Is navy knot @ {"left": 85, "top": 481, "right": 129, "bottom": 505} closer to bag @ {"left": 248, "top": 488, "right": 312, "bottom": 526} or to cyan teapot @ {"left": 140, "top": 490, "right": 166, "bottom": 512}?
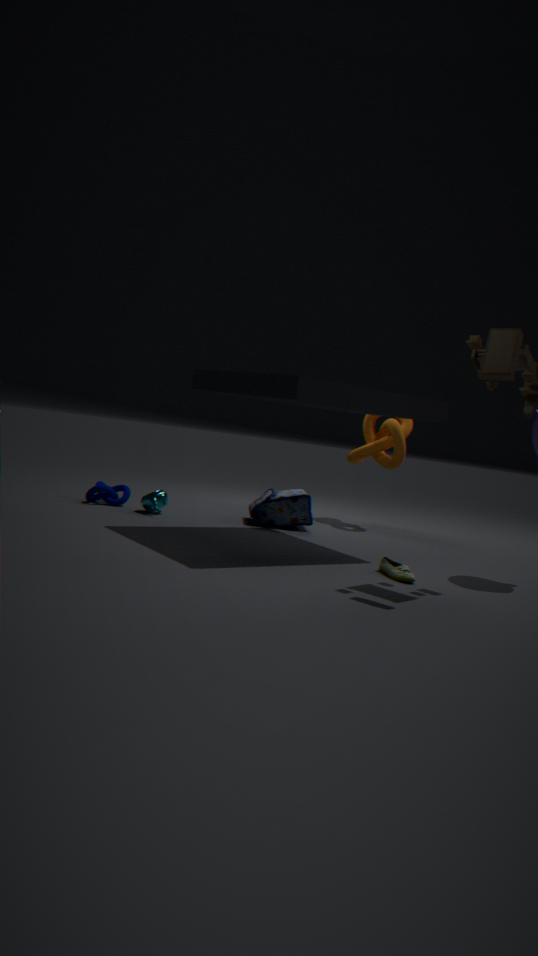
cyan teapot @ {"left": 140, "top": 490, "right": 166, "bottom": 512}
